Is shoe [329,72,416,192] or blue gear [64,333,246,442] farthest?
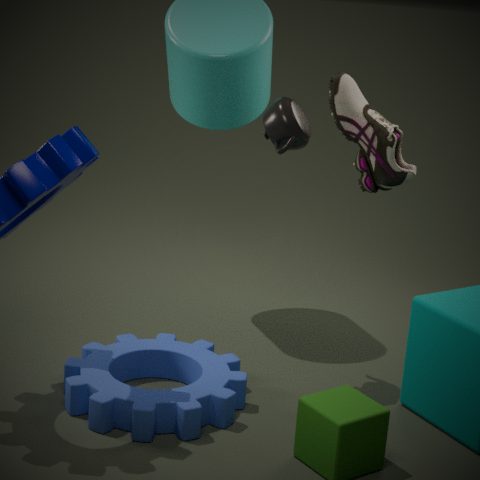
shoe [329,72,416,192]
